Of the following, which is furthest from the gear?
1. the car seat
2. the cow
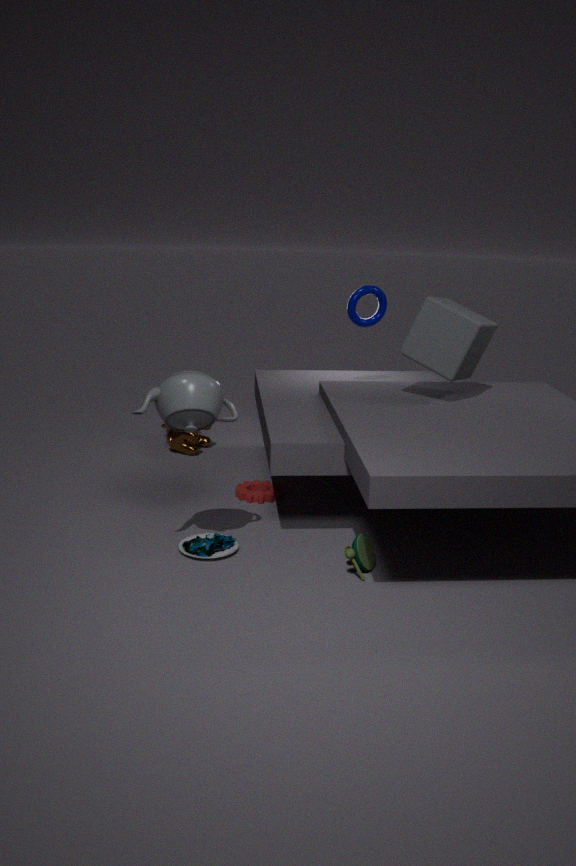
the cow
